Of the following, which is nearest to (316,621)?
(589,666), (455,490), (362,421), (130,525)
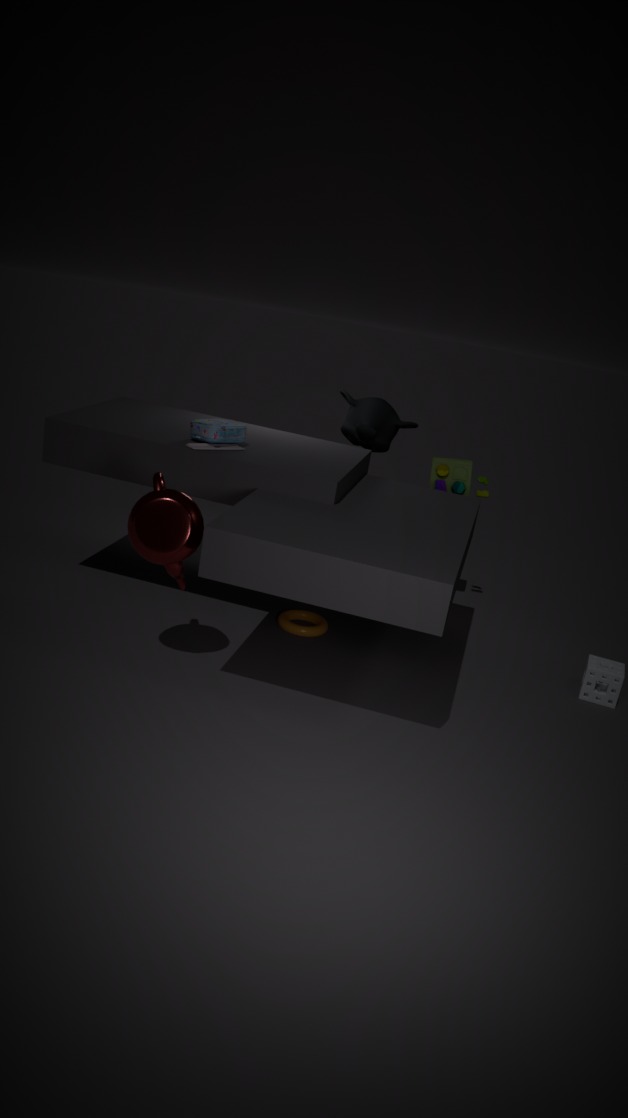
(130,525)
